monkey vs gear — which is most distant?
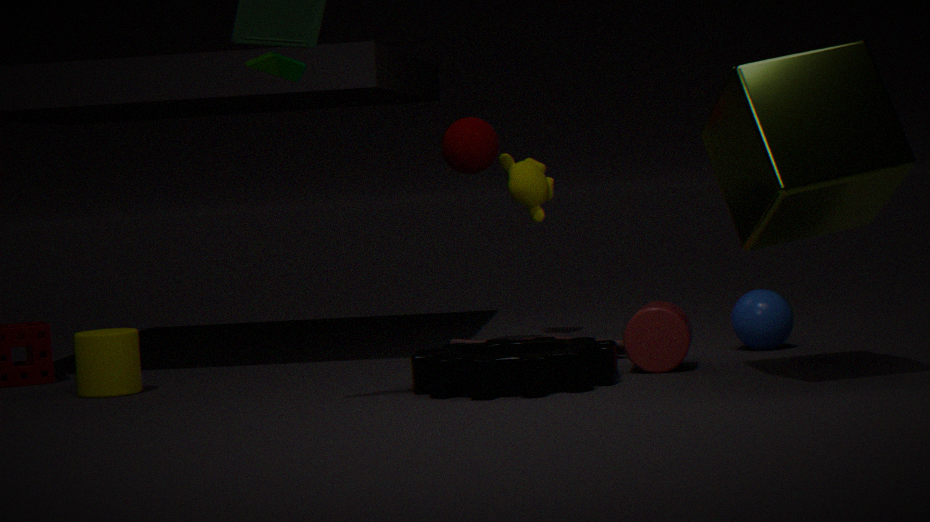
monkey
